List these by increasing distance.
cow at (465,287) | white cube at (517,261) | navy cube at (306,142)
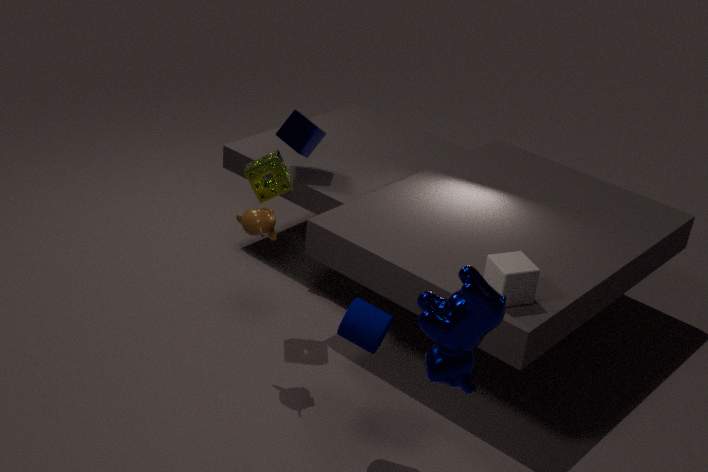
1. cow at (465,287)
2. white cube at (517,261)
3. navy cube at (306,142)
